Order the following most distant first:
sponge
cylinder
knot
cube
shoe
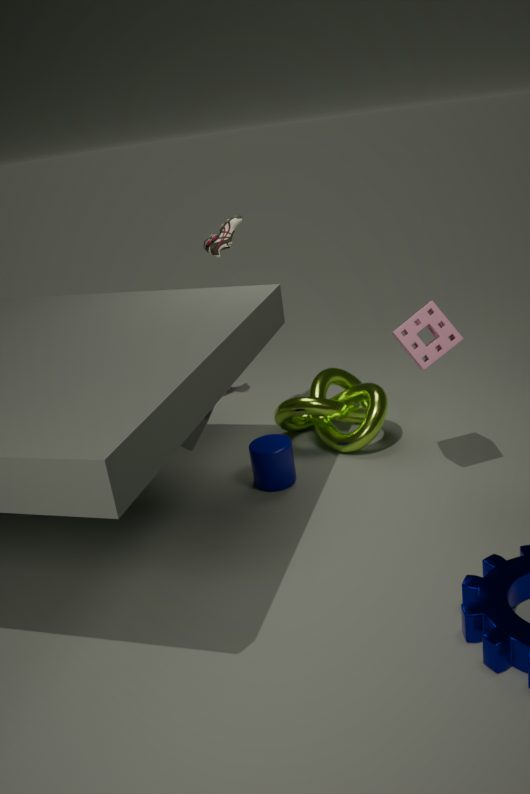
shoe → knot → cylinder → cube → sponge
